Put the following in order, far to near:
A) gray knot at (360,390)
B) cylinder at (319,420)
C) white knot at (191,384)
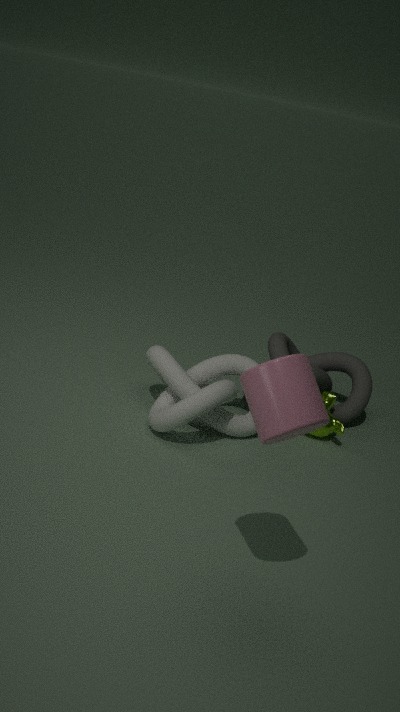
gray knot at (360,390)
white knot at (191,384)
cylinder at (319,420)
